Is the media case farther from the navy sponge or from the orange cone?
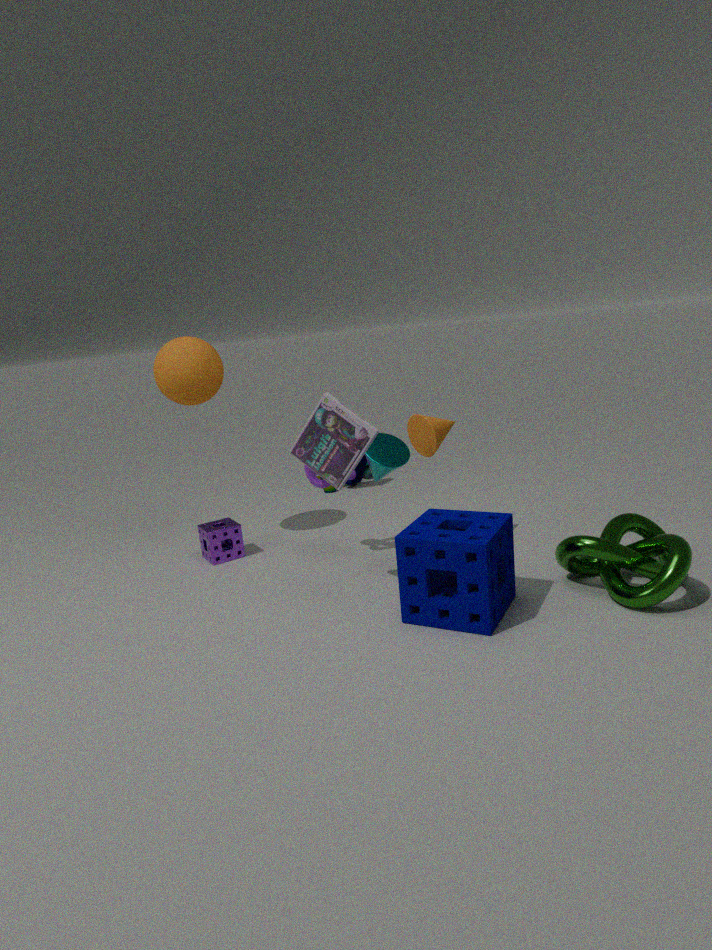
the orange cone
